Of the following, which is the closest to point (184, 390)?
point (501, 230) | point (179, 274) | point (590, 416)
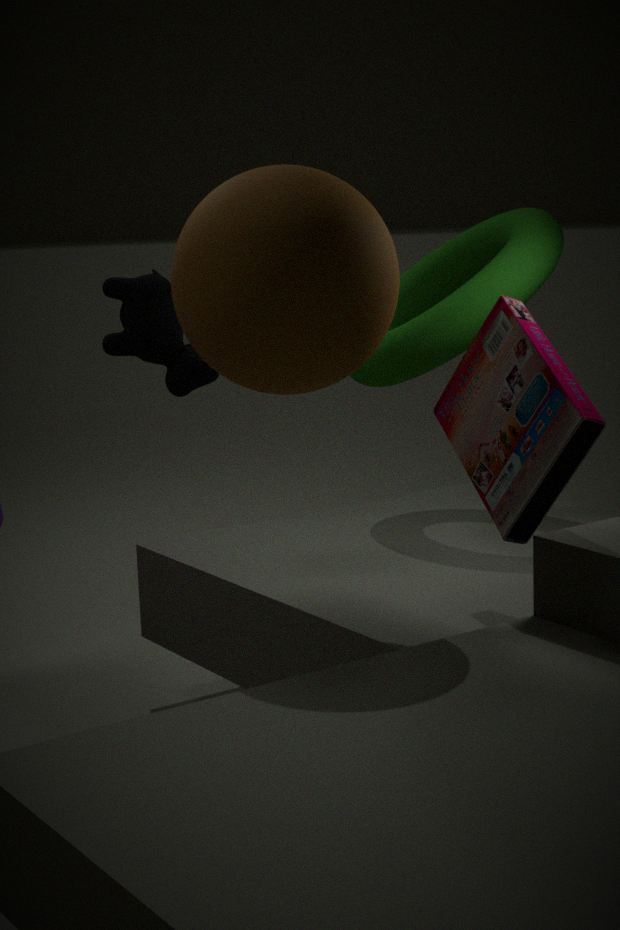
point (179, 274)
